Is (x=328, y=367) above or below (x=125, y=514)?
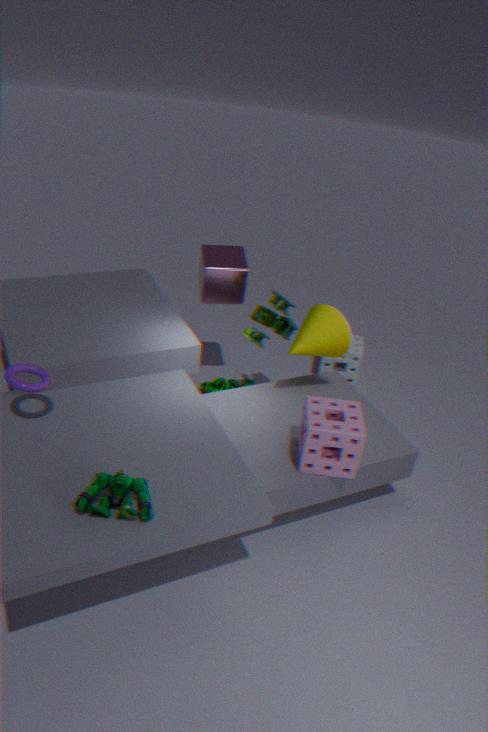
below
